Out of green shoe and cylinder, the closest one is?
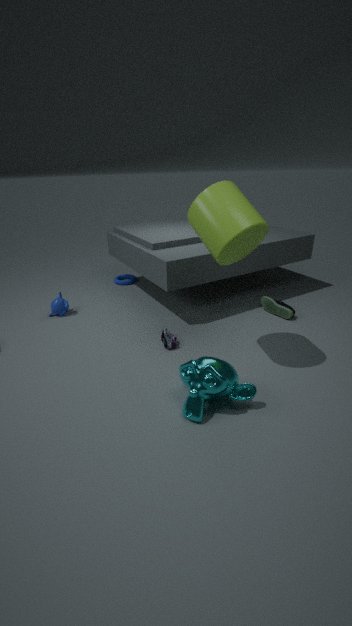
cylinder
